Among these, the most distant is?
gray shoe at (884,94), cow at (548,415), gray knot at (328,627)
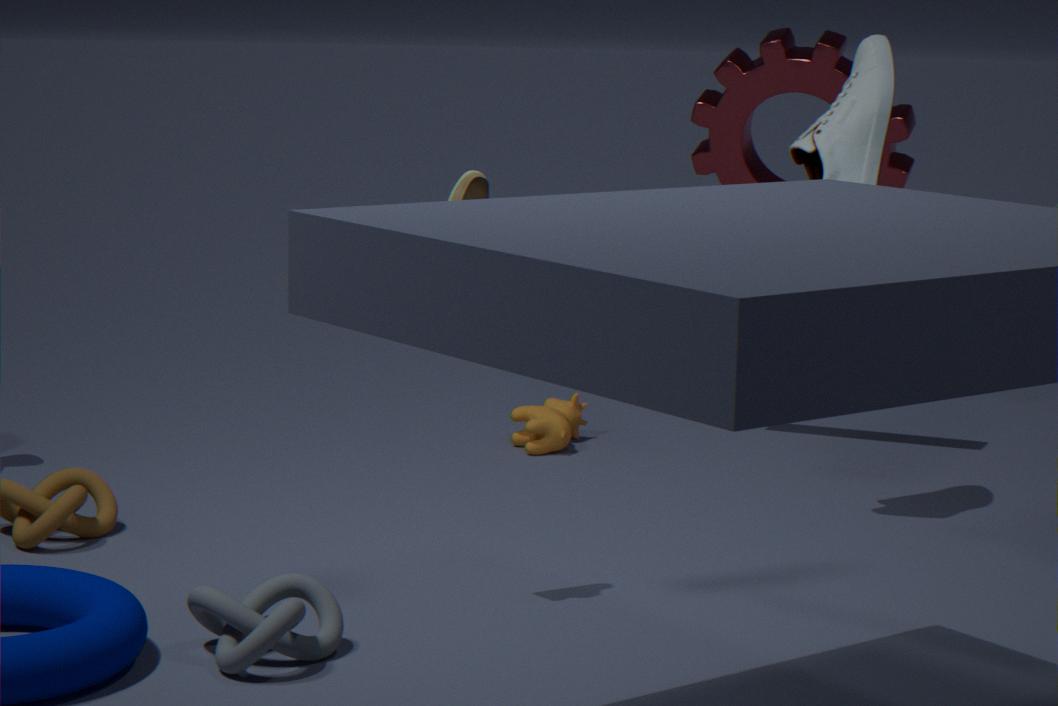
cow at (548,415)
